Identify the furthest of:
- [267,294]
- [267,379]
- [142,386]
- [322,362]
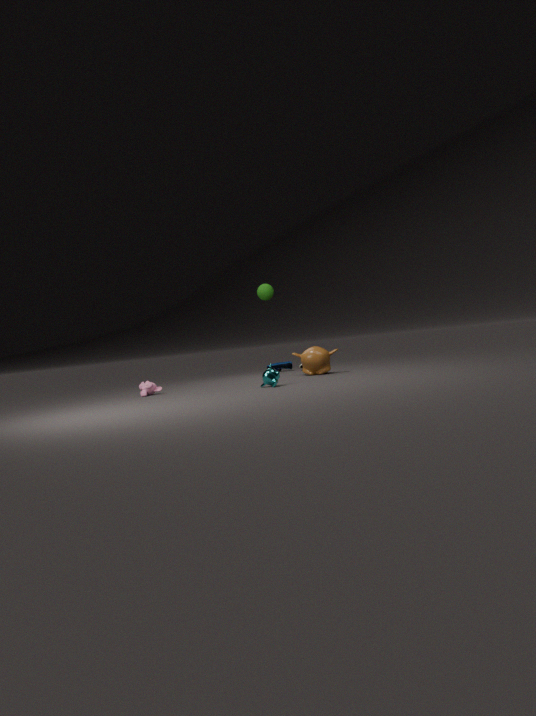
[322,362]
